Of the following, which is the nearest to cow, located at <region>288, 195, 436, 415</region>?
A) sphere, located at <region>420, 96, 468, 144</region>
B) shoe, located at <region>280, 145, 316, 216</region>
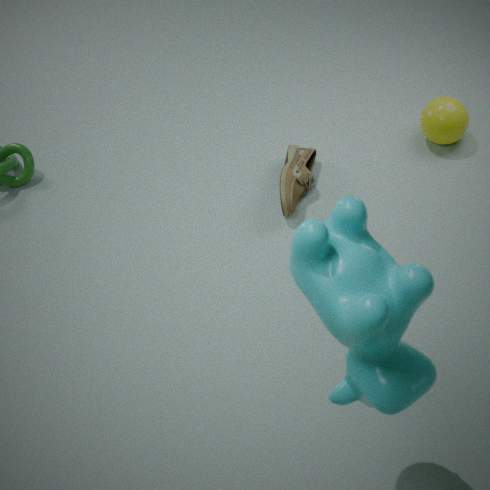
shoe, located at <region>280, 145, 316, 216</region>
